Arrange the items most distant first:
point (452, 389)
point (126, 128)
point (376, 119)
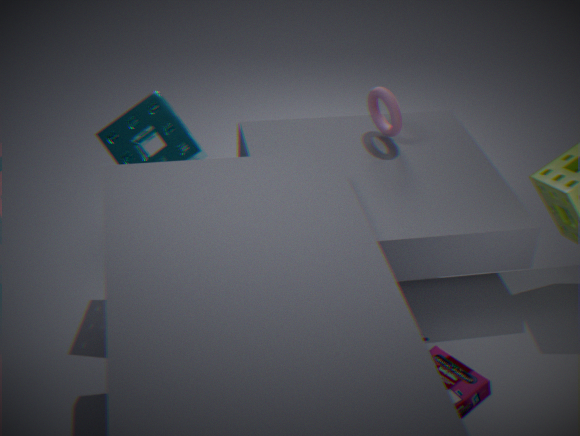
1. point (376, 119)
2. point (126, 128)
3. point (452, 389)
